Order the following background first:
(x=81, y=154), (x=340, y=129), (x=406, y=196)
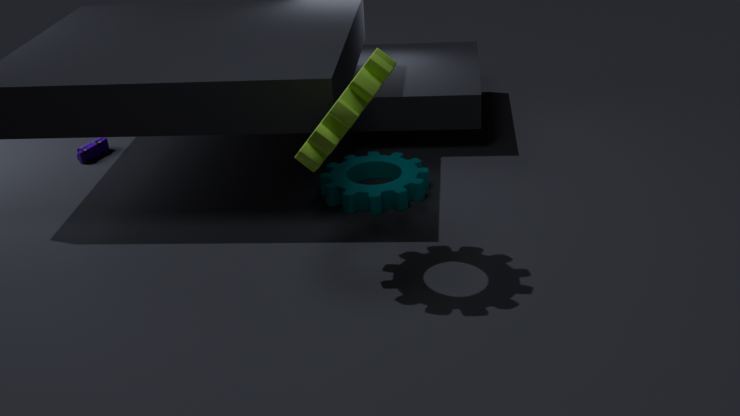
1. (x=81, y=154)
2. (x=406, y=196)
3. (x=340, y=129)
